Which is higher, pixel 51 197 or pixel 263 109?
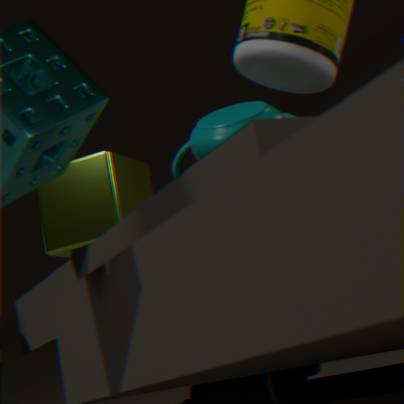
pixel 51 197
